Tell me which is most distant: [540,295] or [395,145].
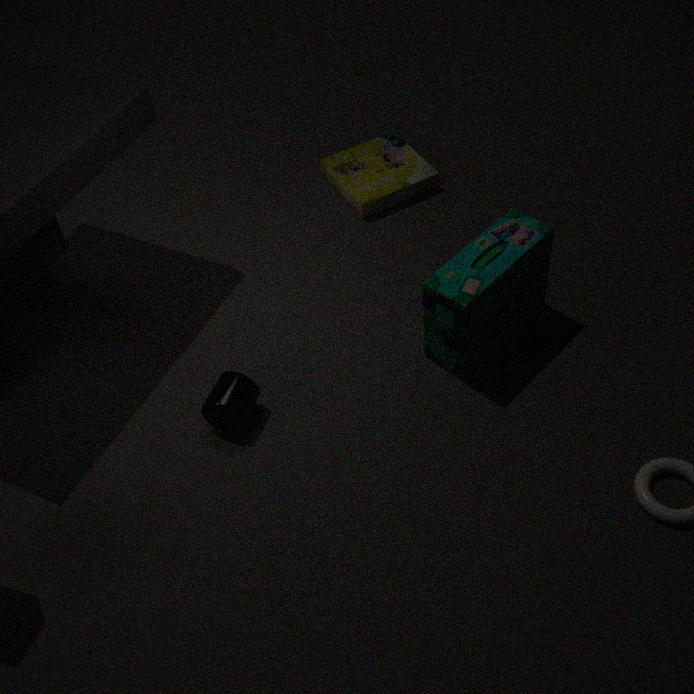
[395,145]
